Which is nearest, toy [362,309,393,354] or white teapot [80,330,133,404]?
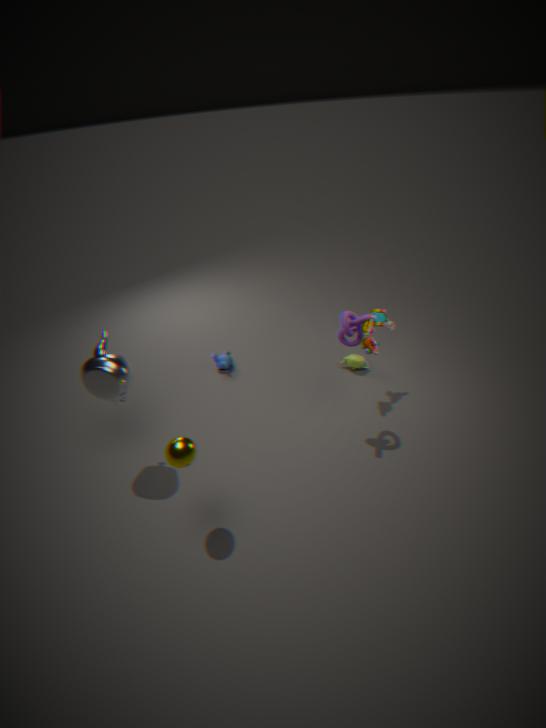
white teapot [80,330,133,404]
